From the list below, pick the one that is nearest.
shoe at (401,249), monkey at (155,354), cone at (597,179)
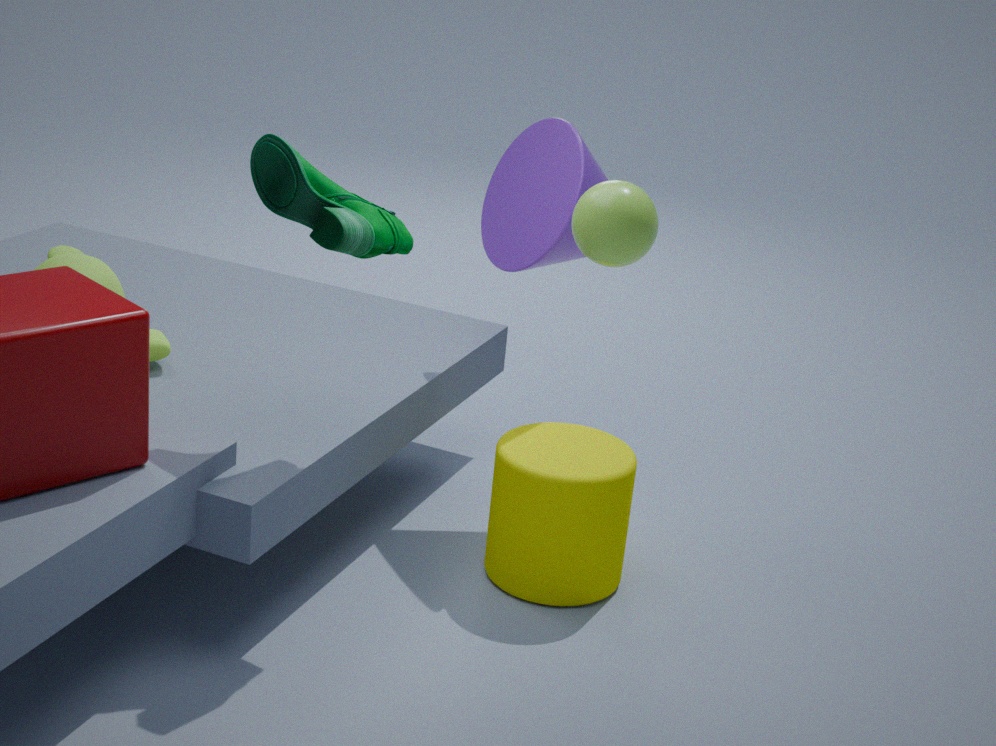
shoe at (401,249)
